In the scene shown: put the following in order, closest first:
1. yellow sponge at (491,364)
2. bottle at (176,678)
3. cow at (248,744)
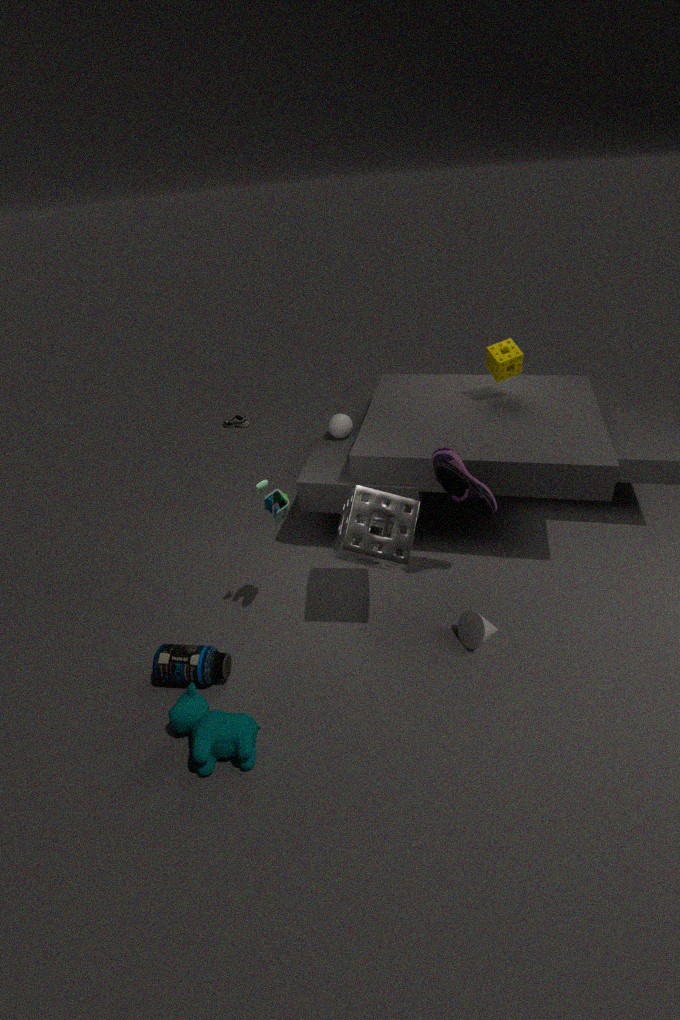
cow at (248,744) < bottle at (176,678) < yellow sponge at (491,364)
